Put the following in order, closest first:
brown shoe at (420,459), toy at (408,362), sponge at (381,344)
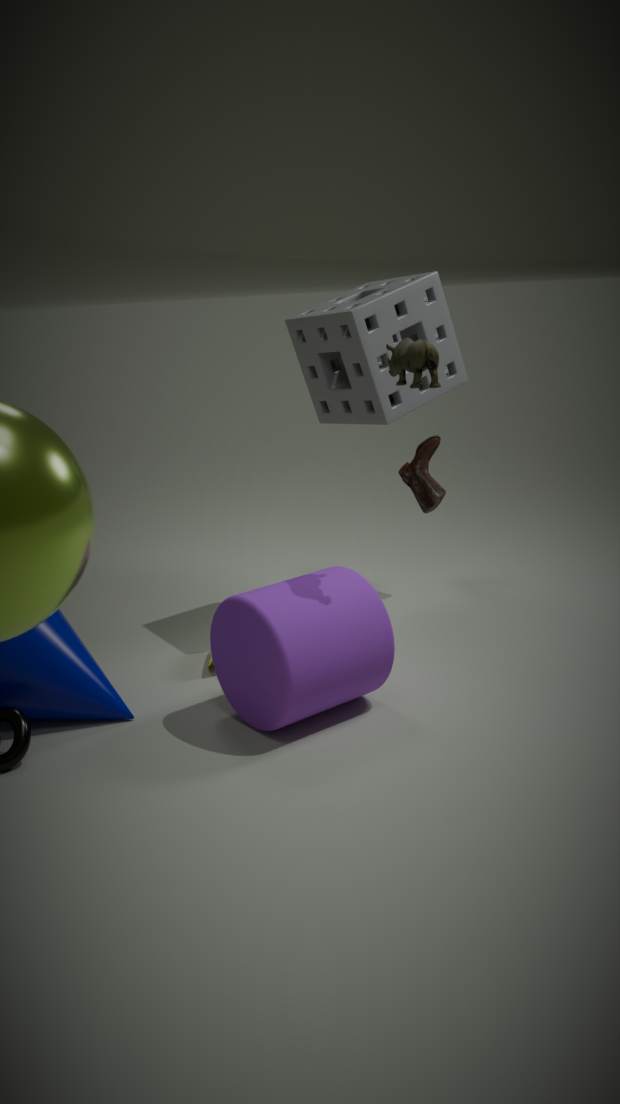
toy at (408,362)
sponge at (381,344)
brown shoe at (420,459)
